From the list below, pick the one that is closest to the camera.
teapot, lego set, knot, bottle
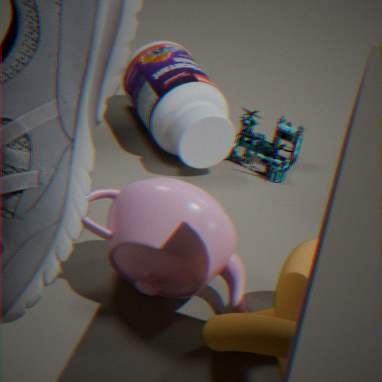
knot
